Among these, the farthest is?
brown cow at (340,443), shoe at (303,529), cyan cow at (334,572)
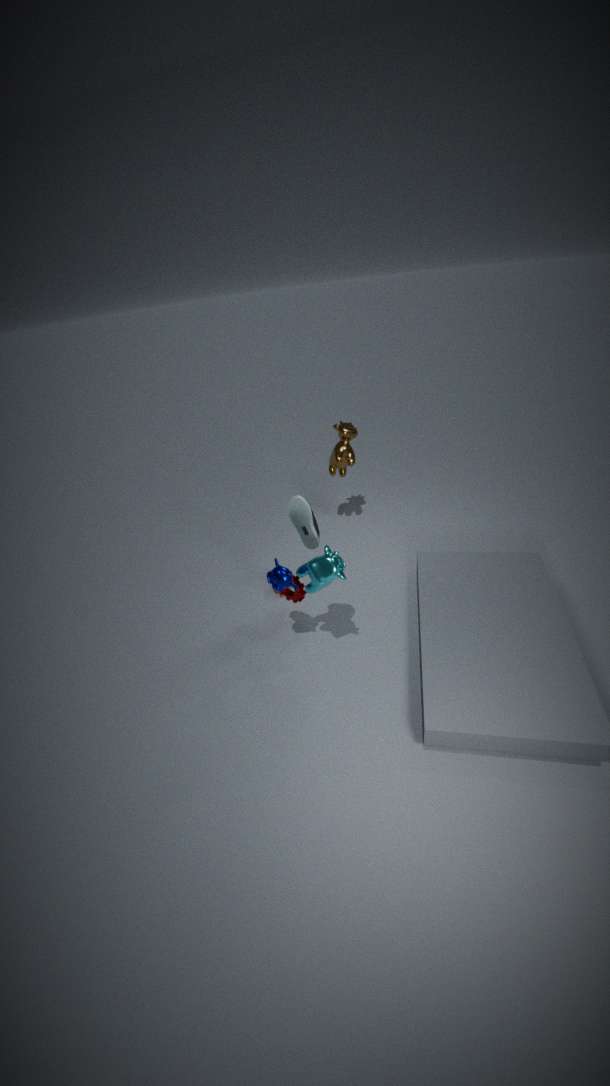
brown cow at (340,443)
